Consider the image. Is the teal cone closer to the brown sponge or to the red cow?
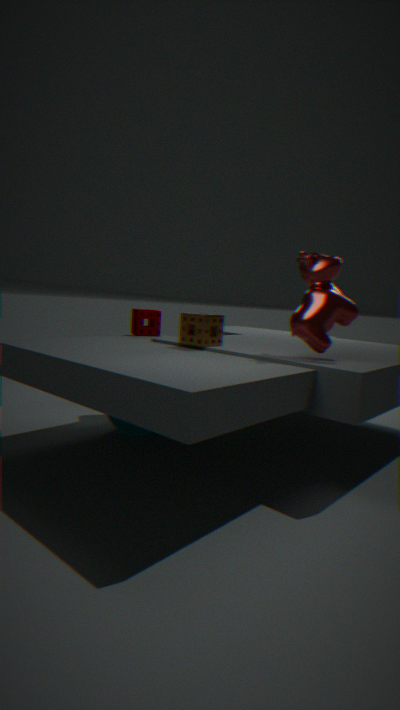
the brown sponge
